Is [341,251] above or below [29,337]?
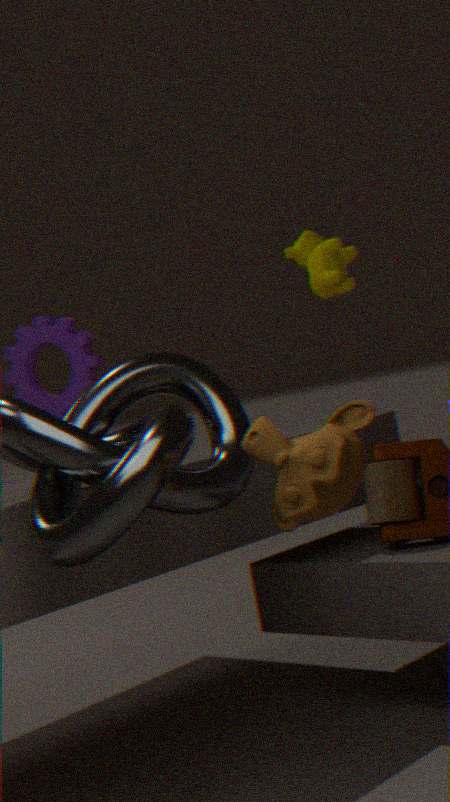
above
